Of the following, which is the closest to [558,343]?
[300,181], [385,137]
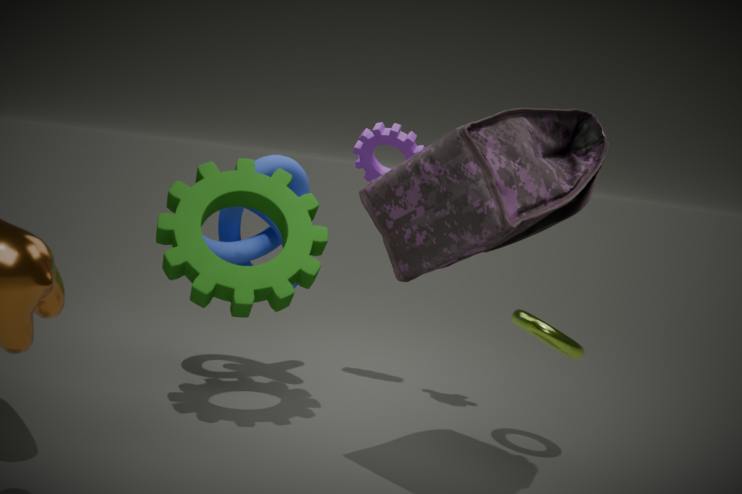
[385,137]
